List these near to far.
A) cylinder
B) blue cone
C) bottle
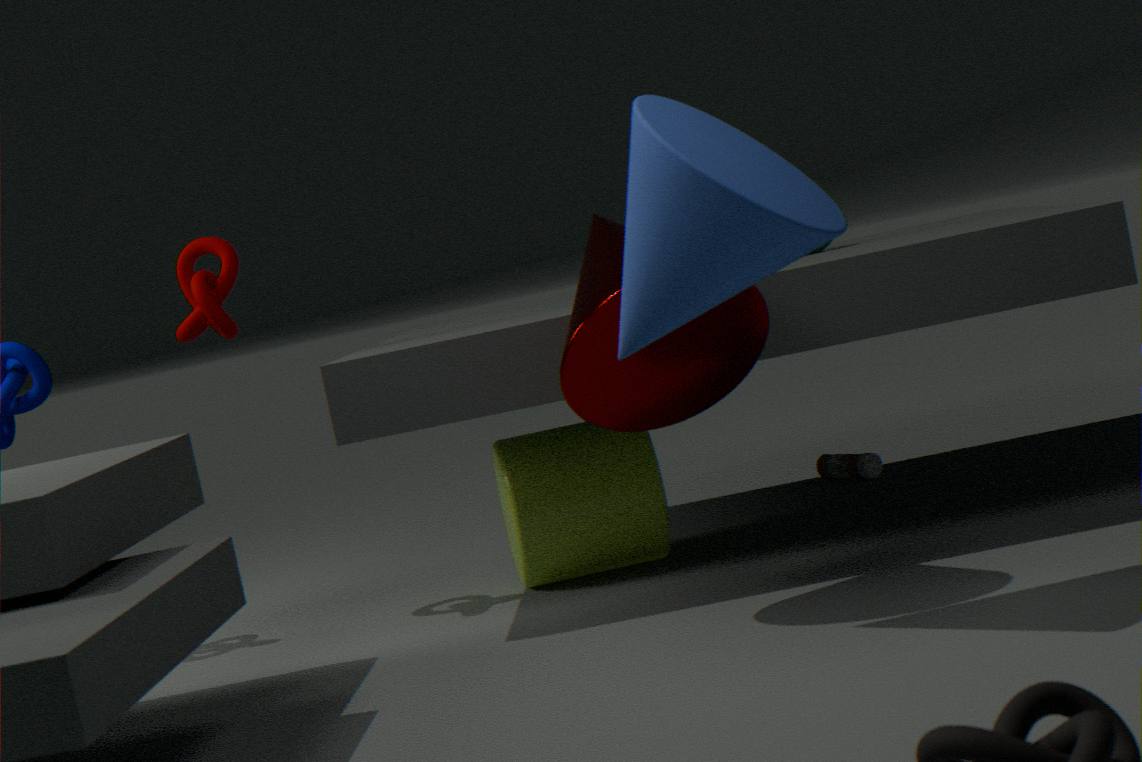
blue cone → cylinder → bottle
